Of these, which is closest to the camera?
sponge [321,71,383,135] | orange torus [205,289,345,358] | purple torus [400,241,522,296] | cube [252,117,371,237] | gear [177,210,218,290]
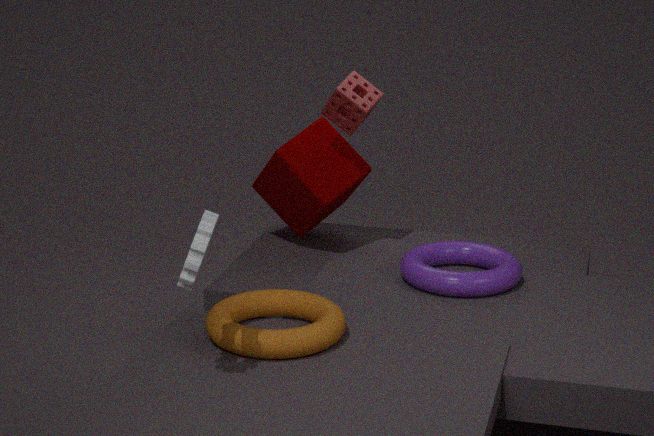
gear [177,210,218,290]
